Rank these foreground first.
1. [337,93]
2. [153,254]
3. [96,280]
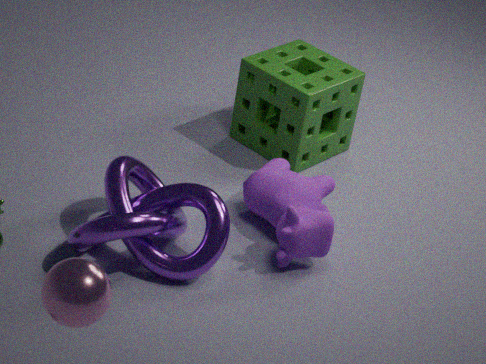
[96,280] < [153,254] < [337,93]
